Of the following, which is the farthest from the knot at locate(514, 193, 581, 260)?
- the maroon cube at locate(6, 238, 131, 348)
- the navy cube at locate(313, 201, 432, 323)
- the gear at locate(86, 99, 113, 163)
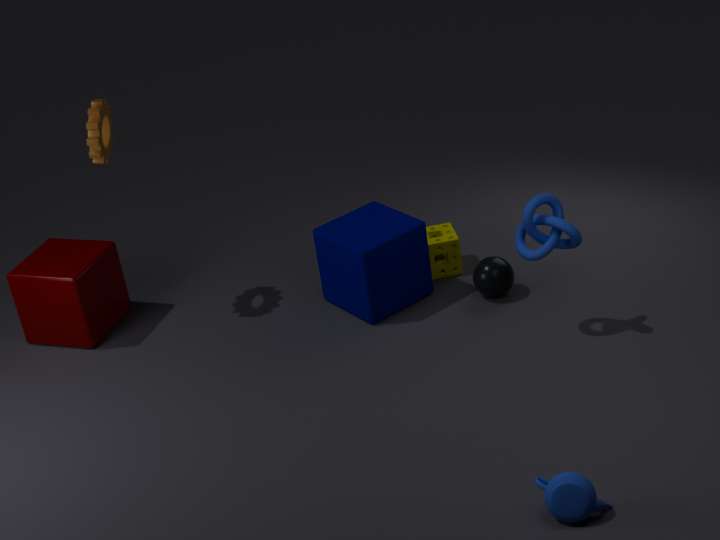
the maroon cube at locate(6, 238, 131, 348)
